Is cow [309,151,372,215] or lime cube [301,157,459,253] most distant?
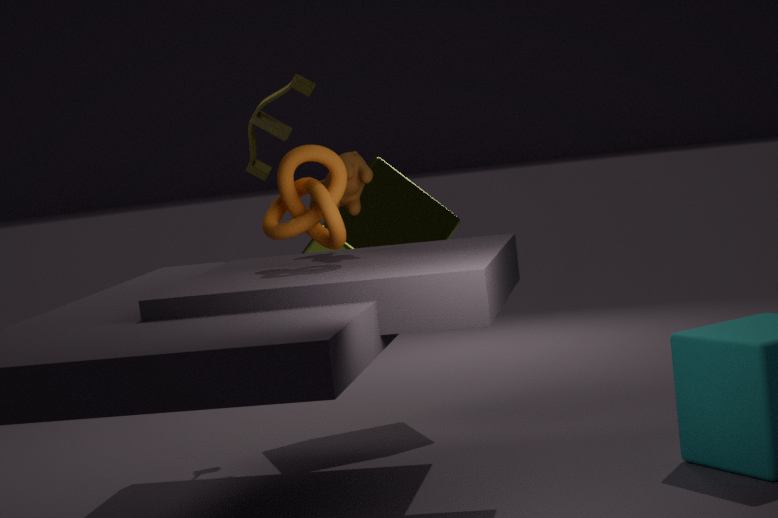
lime cube [301,157,459,253]
